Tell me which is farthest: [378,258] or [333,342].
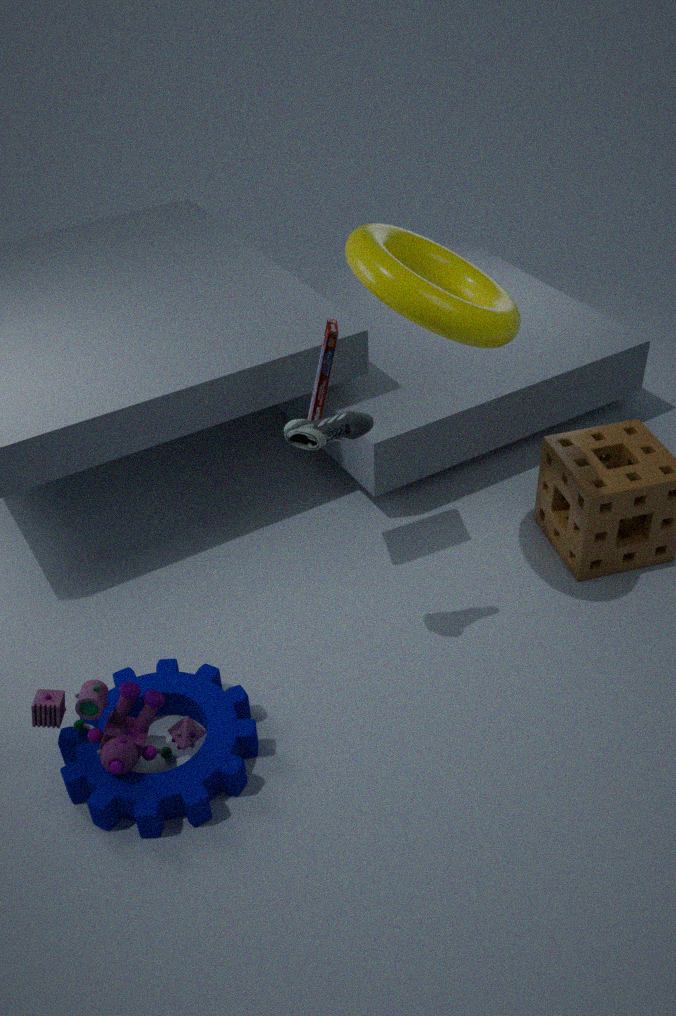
[333,342]
